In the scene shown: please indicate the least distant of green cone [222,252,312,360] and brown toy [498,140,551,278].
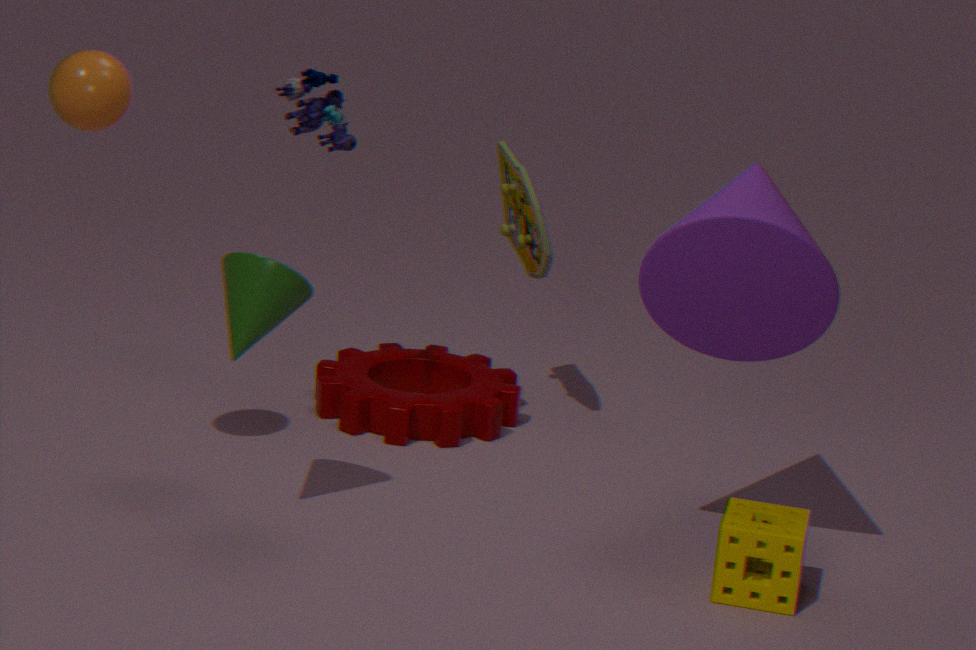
green cone [222,252,312,360]
